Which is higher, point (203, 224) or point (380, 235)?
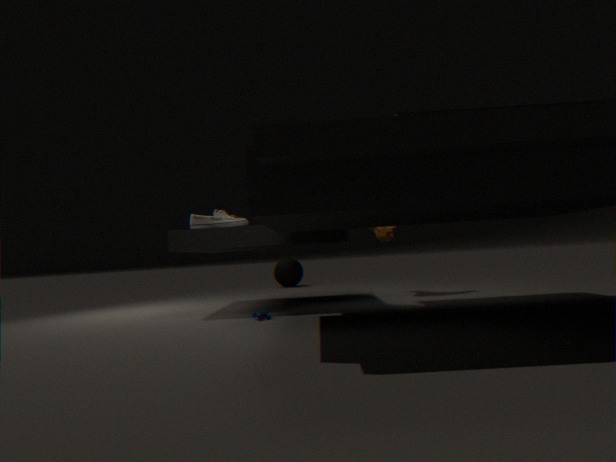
point (203, 224)
